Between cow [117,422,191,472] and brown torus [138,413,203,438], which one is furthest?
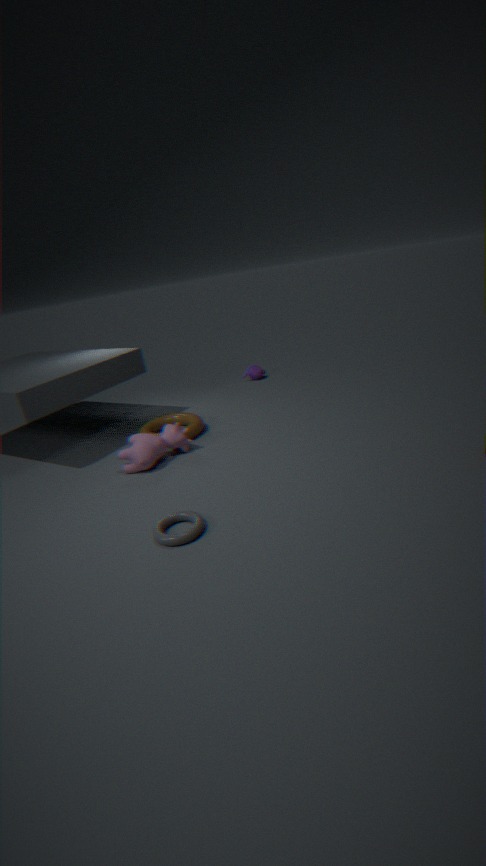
brown torus [138,413,203,438]
